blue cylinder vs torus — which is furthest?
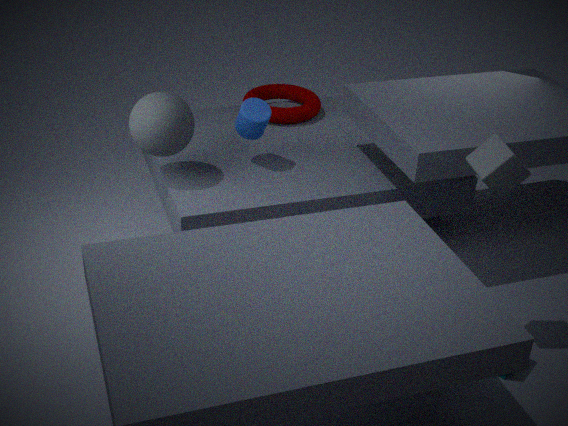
torus
